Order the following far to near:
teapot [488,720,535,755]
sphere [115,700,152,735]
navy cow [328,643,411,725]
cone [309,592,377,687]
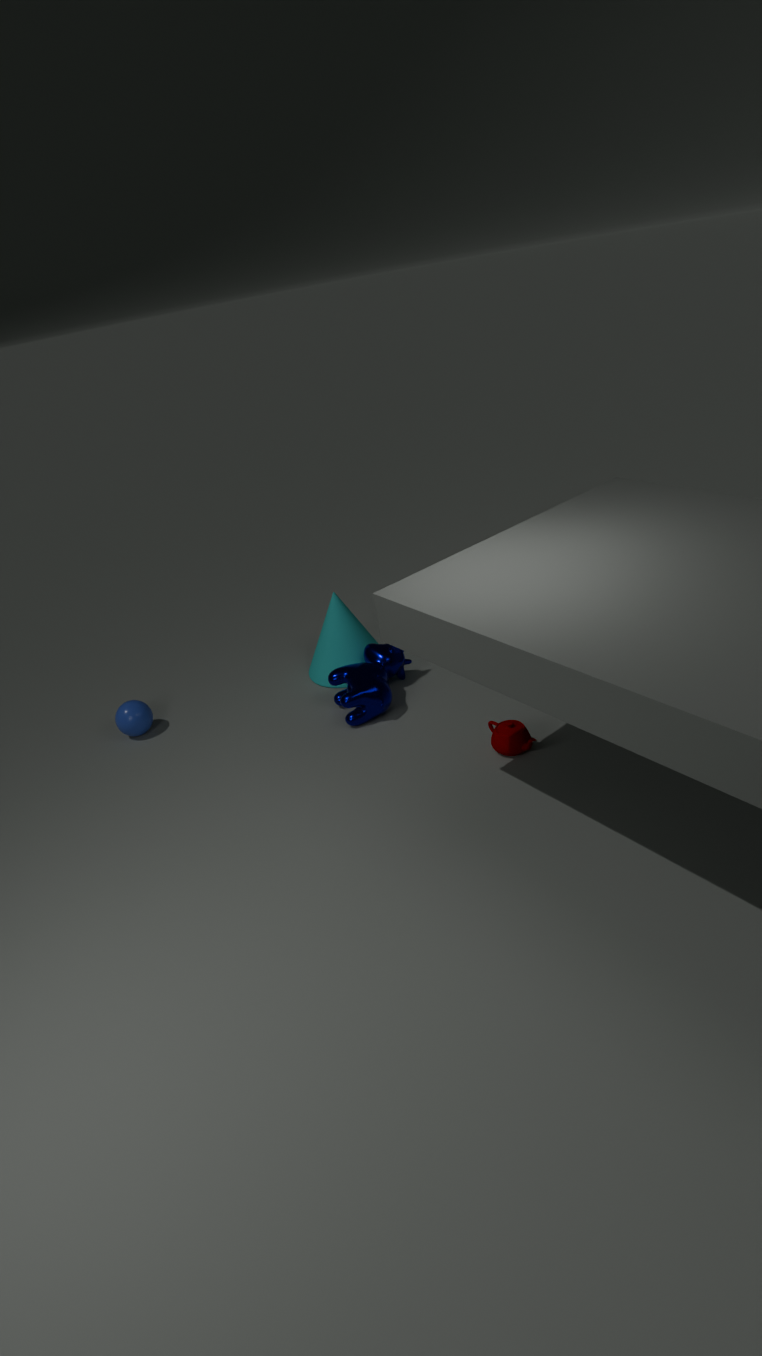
cone [309,592,377,687]
sphere [115,700,152,735]
navy cow [328,643,411,725]
teapot [488,720,535,755]
